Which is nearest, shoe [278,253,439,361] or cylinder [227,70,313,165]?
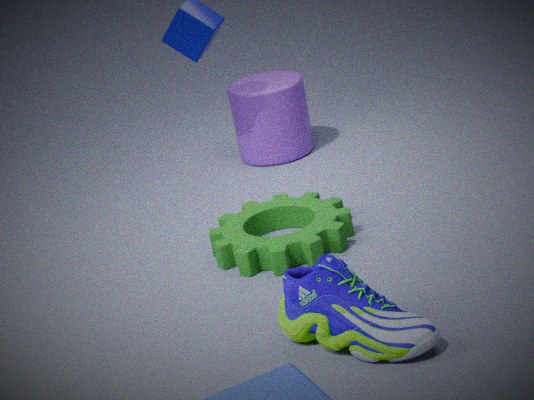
shoe [278,253,439,361]
